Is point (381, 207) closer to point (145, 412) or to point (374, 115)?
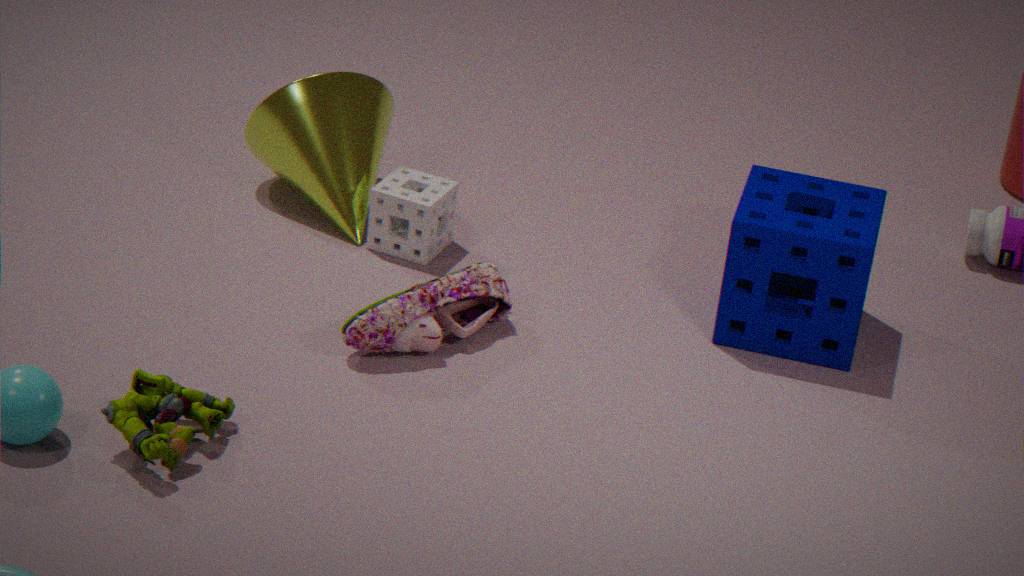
point (374, 115)
